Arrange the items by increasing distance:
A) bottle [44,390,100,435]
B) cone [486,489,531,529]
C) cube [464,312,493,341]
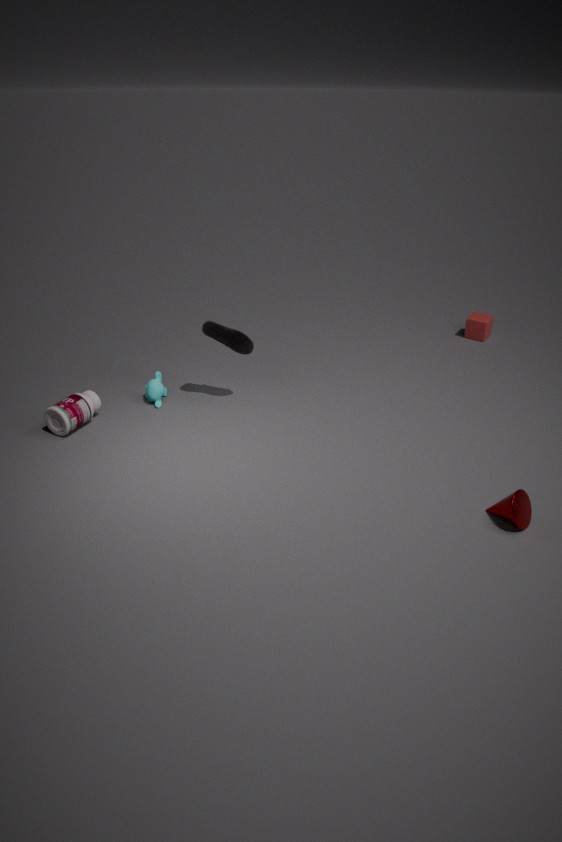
cone [486,489,531,529], bottle [44,390,100,435], cube [464,312,493,341]
